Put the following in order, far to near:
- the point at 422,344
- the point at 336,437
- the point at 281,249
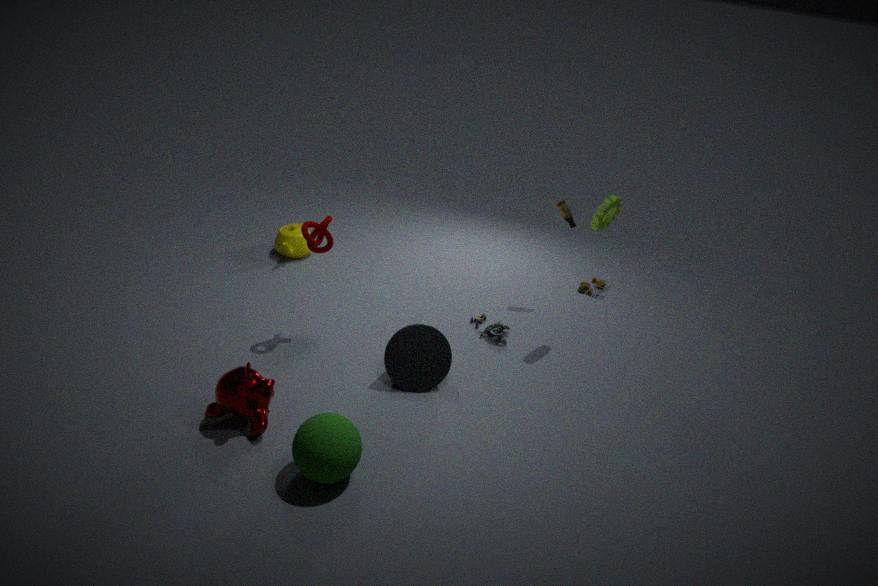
the point at 281,249
the point at 422,344
the point at 336,437
